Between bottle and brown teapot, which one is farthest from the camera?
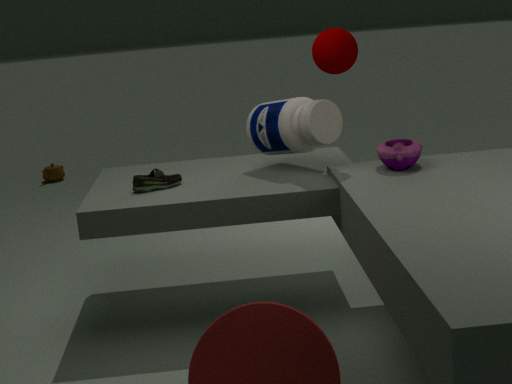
brown teapot
